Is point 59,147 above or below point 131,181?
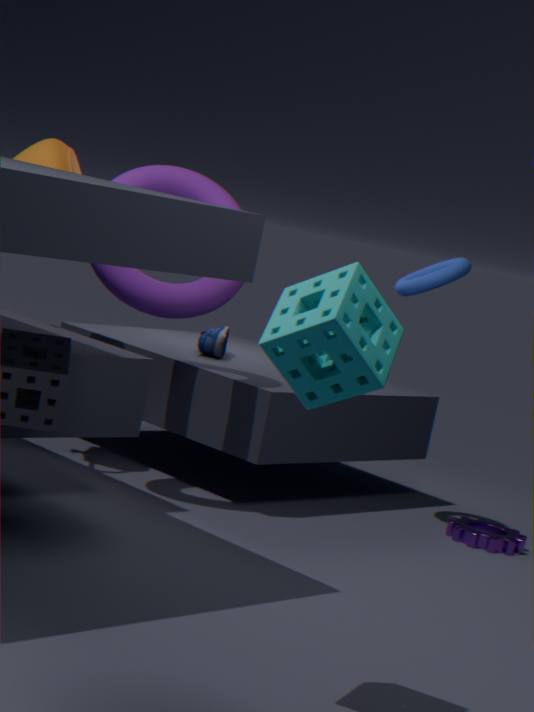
above
